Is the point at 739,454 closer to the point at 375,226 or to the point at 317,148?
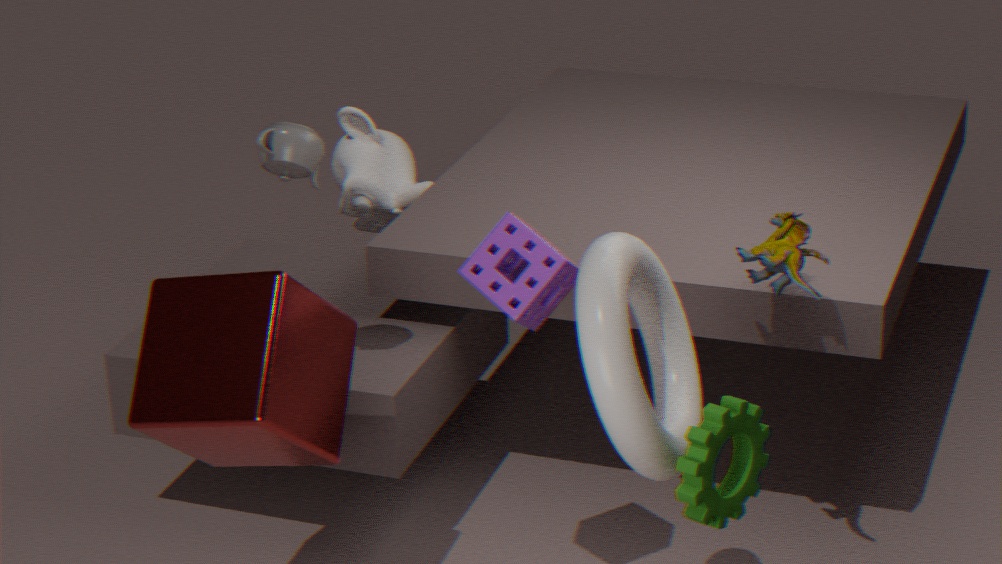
the point at 317,148
